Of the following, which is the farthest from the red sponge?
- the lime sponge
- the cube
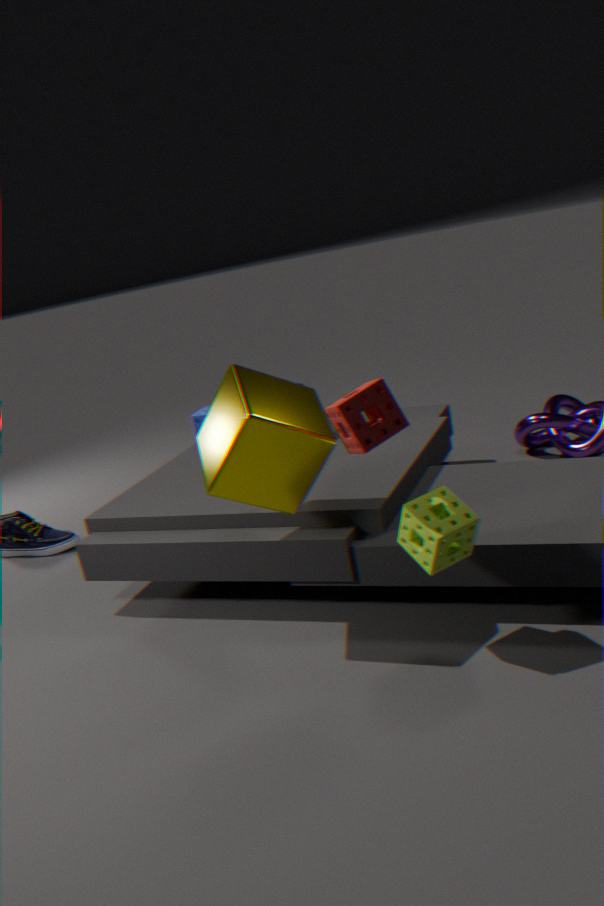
the lime sponge
